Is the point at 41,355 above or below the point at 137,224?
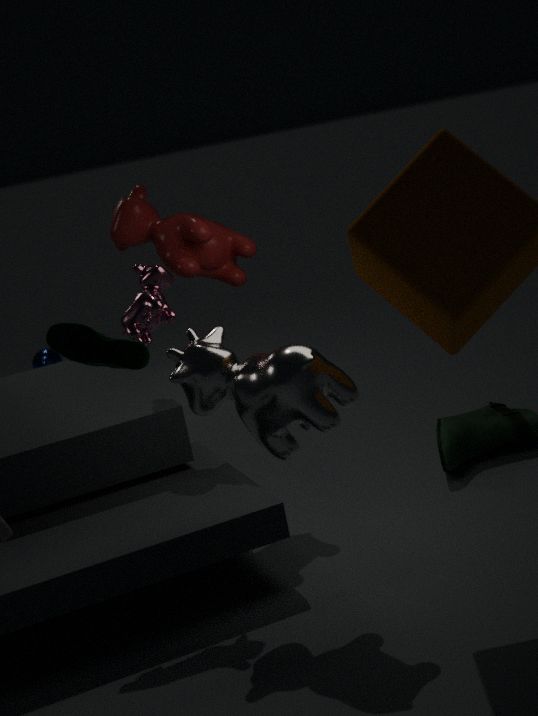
below
